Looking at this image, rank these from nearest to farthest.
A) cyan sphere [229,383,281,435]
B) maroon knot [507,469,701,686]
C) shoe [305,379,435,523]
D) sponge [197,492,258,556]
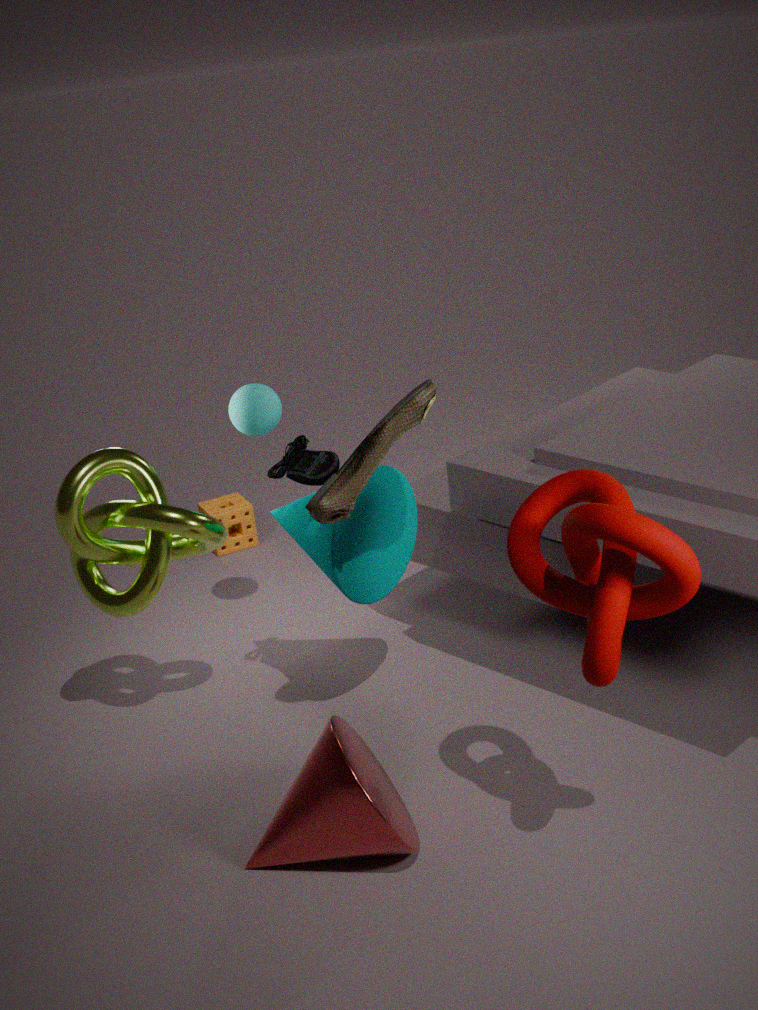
maroon knot [507,469,701,686] → shoe [305,379,435,523] → cyan sphere [229,383,281,435] → sponge [197,492,258,556]
